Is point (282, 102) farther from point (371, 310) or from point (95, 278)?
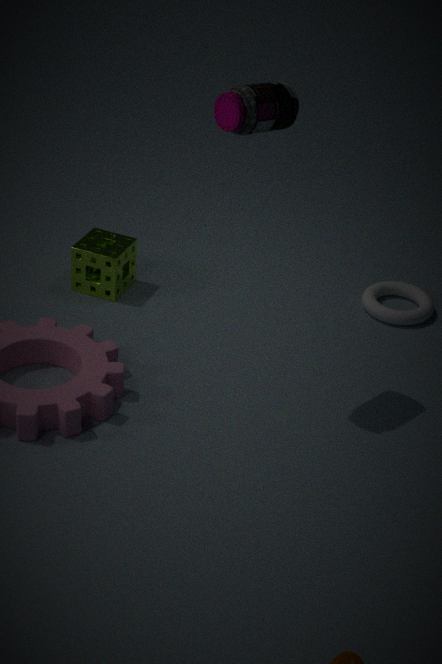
point (371, 310)
